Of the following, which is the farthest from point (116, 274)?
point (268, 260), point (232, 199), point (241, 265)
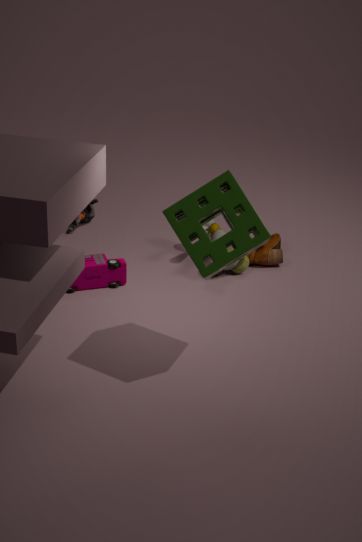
point (232, 199)
